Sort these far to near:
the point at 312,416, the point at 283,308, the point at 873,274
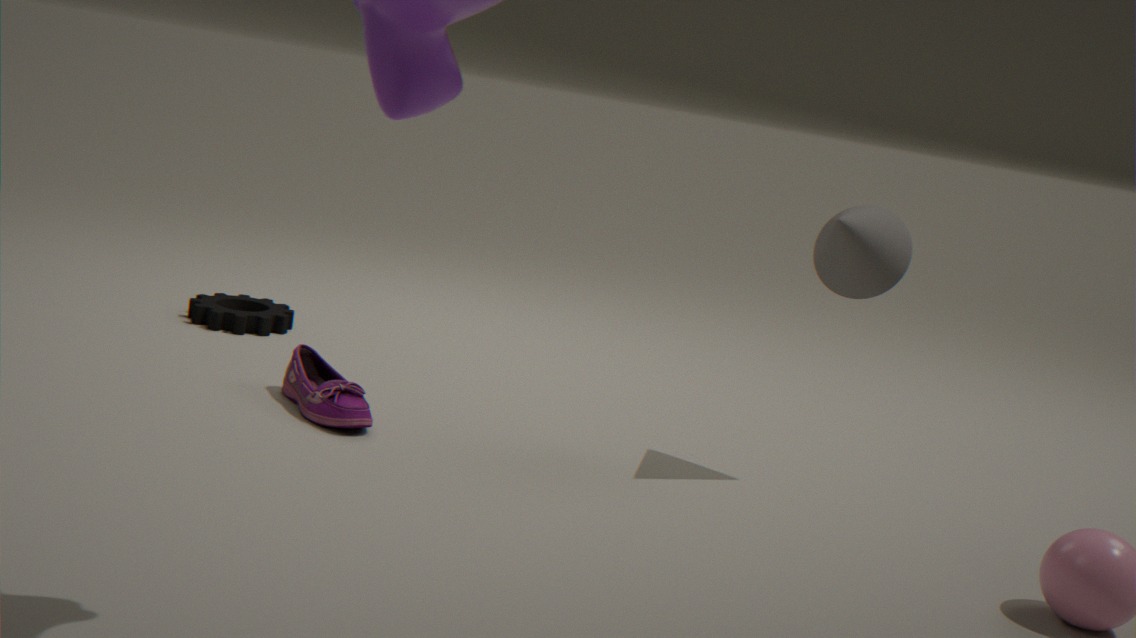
the point at 283,308 < the point at 873,274 < the point at 312,416
